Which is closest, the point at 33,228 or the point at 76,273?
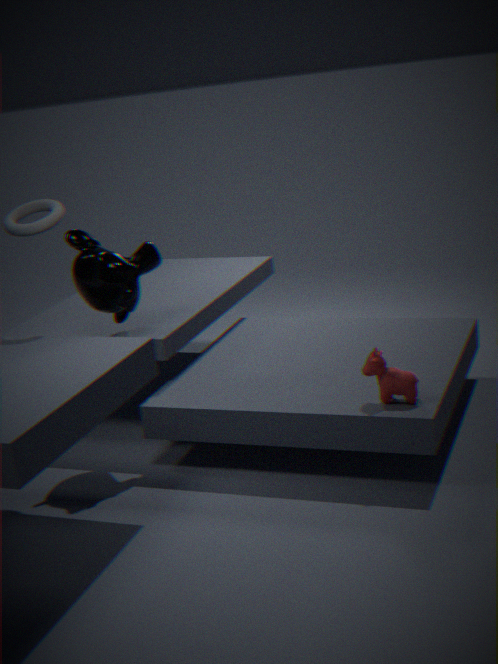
the point at 33,228
